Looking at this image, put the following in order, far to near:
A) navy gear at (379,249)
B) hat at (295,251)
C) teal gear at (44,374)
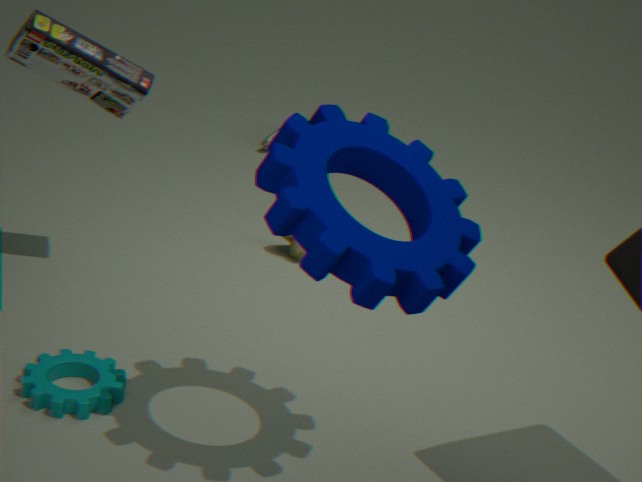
hat at (295,251) < teal gear at (44,374) < navy gear at (379,249)
